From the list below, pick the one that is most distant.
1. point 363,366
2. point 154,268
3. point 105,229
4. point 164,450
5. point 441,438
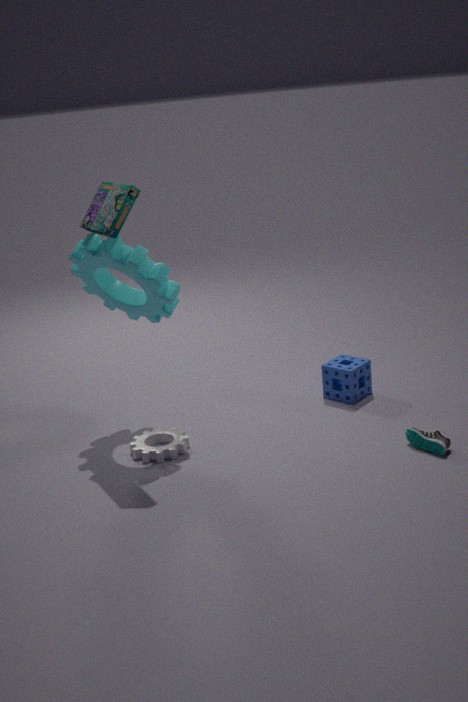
point 363,366
